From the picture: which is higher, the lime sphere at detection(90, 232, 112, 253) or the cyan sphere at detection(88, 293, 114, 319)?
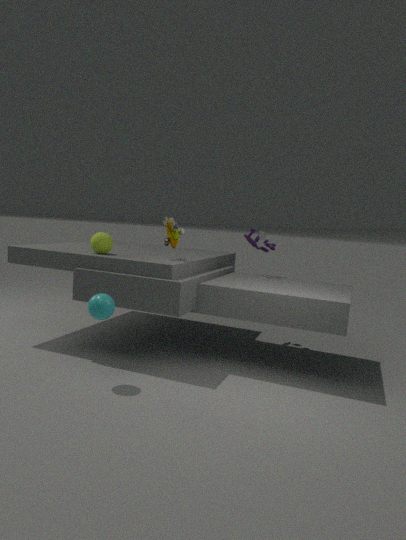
the lime sphere at detection(90, 232, 112, 253)
